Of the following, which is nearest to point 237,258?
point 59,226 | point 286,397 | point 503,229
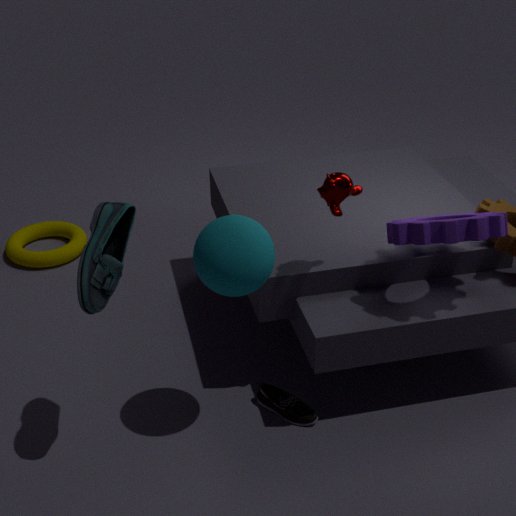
point 286,397
